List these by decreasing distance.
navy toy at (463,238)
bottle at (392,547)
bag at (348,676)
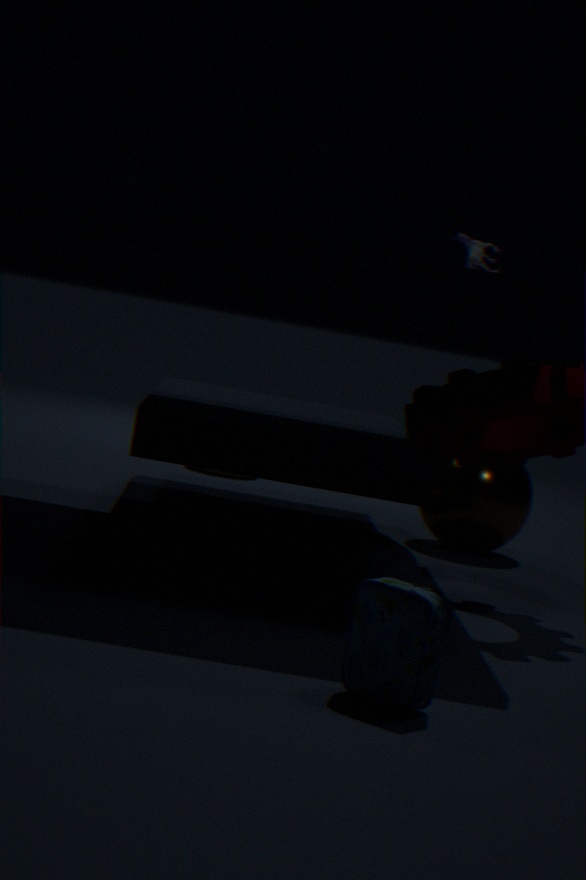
navy toy at (463,238) → bottle at (392,547) → bag at (348,676)
